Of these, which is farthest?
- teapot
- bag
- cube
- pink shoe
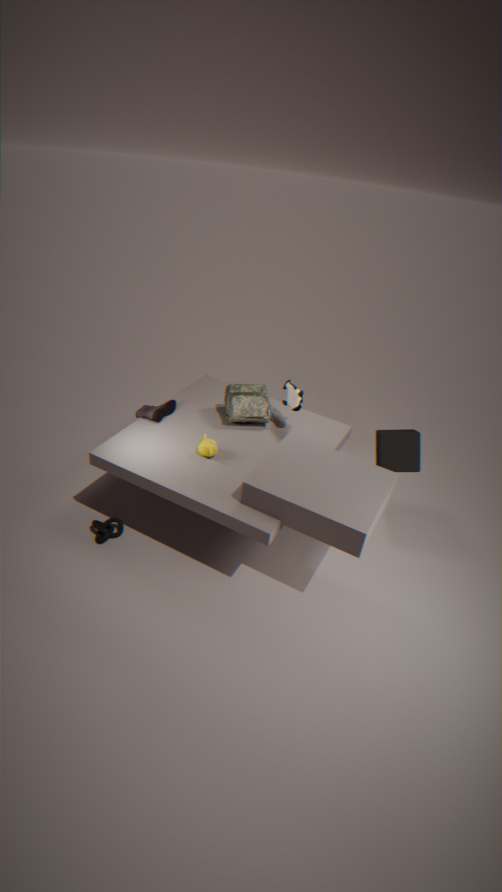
bag
